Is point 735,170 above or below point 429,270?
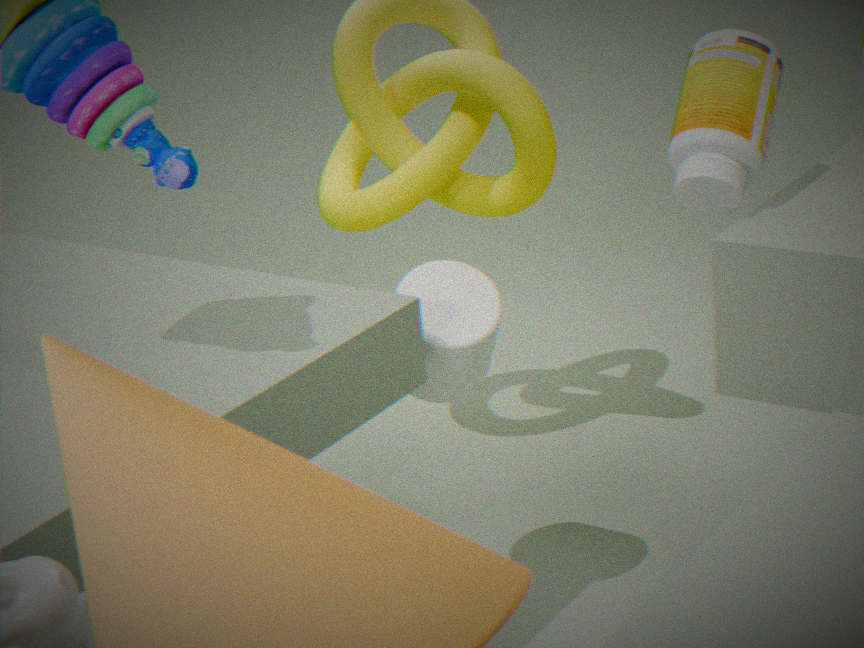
above
